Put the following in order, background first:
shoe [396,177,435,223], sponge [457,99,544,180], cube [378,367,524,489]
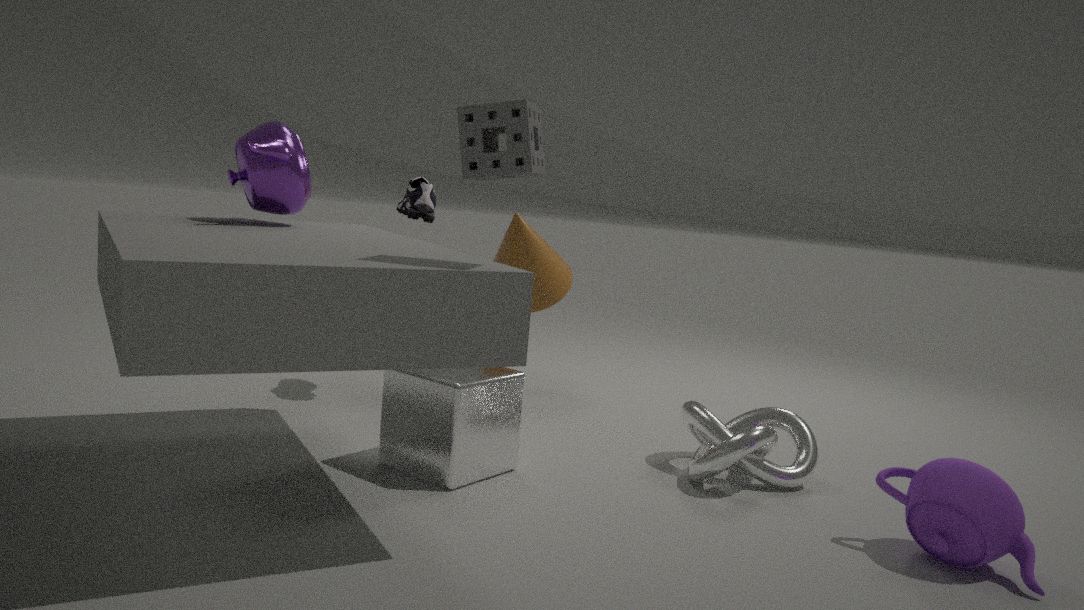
1. shoe [396,177,435,223]
2. cube [378,367,524,489]
3. sponge [457,99,544,180]
